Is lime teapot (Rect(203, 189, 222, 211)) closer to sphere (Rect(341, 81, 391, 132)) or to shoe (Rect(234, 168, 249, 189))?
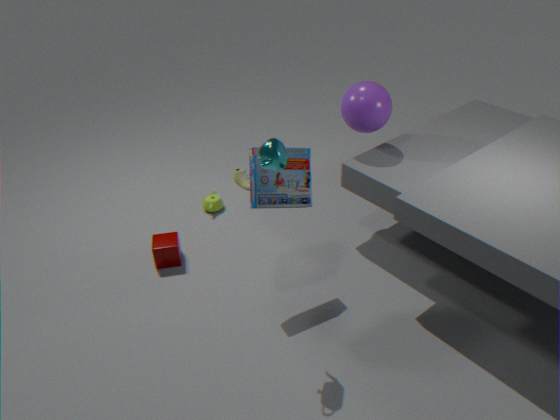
shoe (Rect(234, 168, 249, 189))
